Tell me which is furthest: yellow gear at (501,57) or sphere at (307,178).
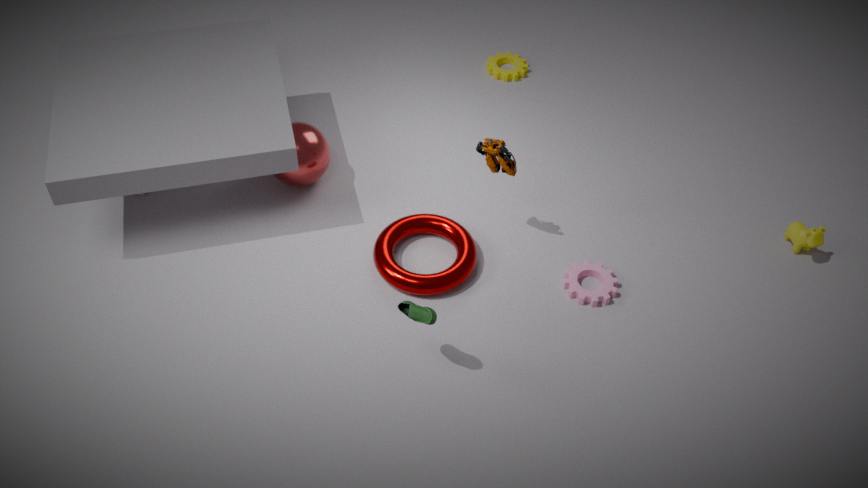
yellow gear at (501,57)
